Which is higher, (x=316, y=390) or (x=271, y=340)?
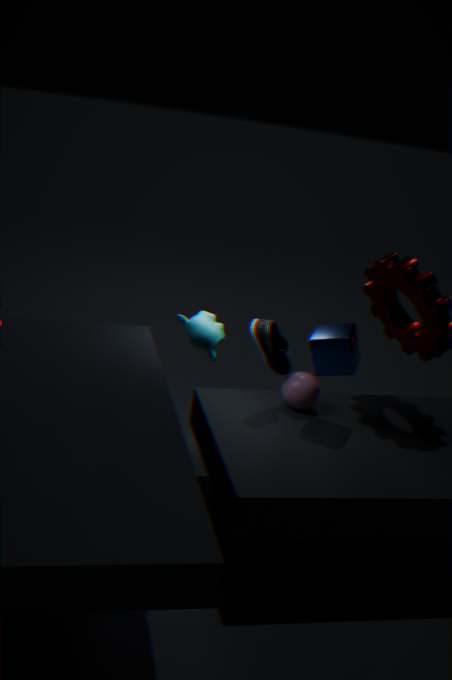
(x=271, y=340)
